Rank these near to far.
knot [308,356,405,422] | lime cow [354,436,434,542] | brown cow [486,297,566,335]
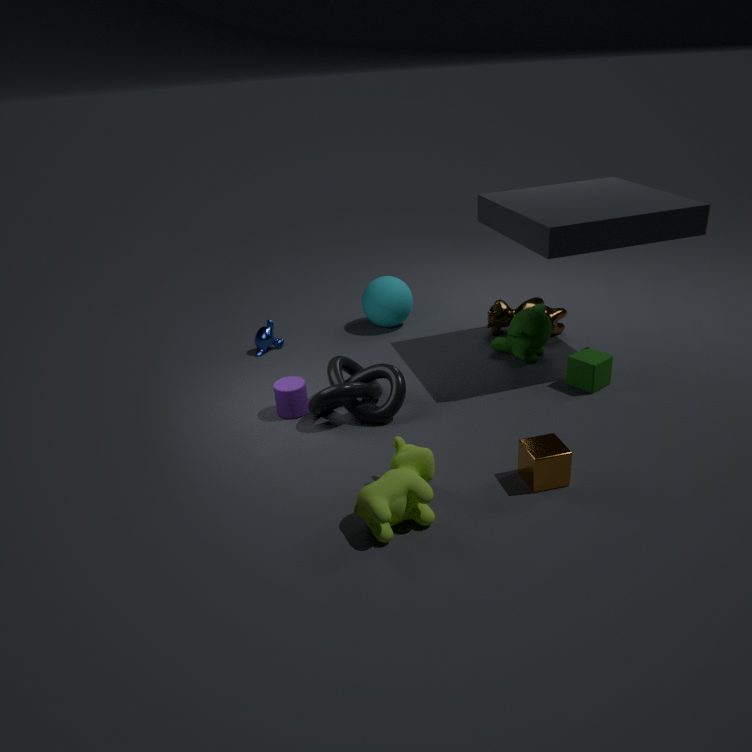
1. lime cow [354,436,434,542]
2. knot [308,356,405,422]
3. brown cow [486,297,566,335]
